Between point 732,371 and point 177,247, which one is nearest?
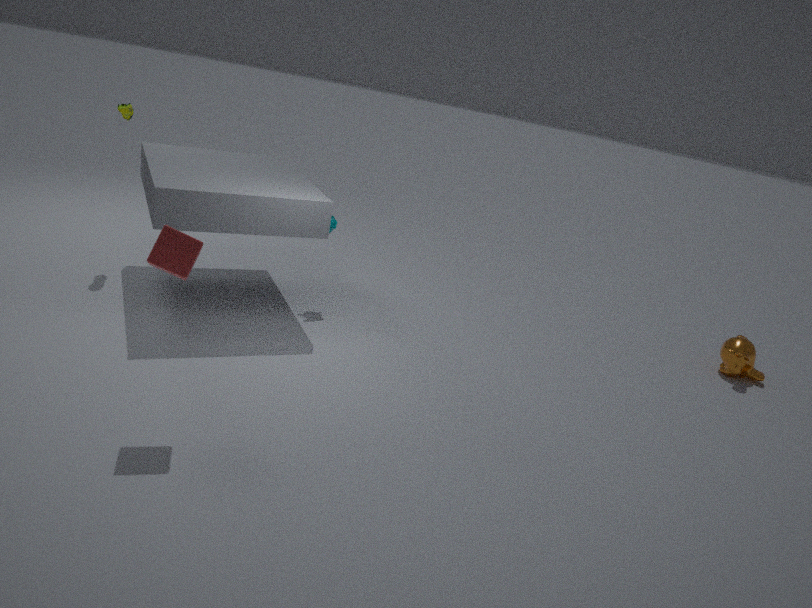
point 177,247
